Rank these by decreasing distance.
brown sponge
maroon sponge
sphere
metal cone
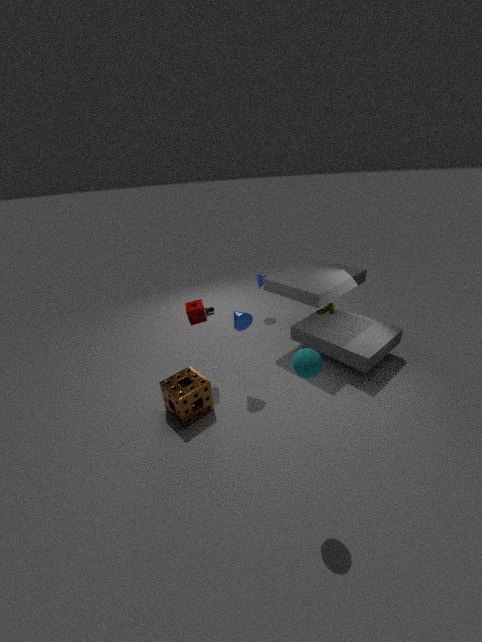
1. maroon sponge
2. metal cone
3. brown sponge
4. sphere
